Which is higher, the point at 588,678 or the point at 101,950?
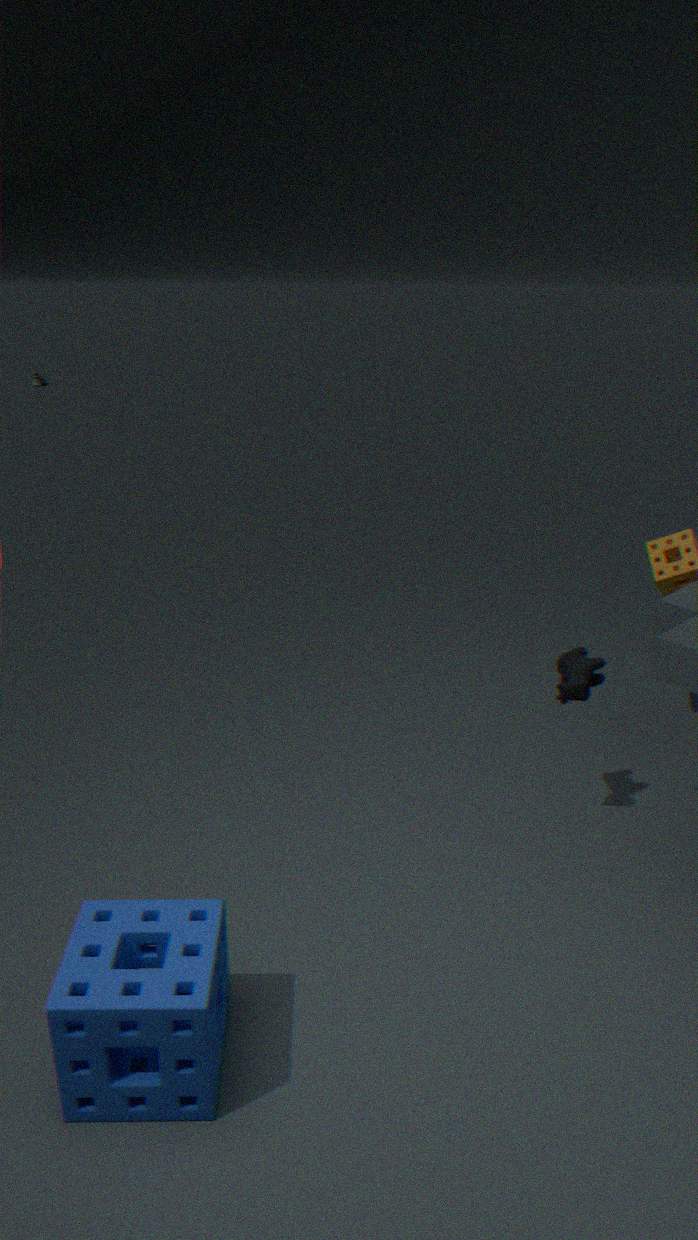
the point at 588,678
